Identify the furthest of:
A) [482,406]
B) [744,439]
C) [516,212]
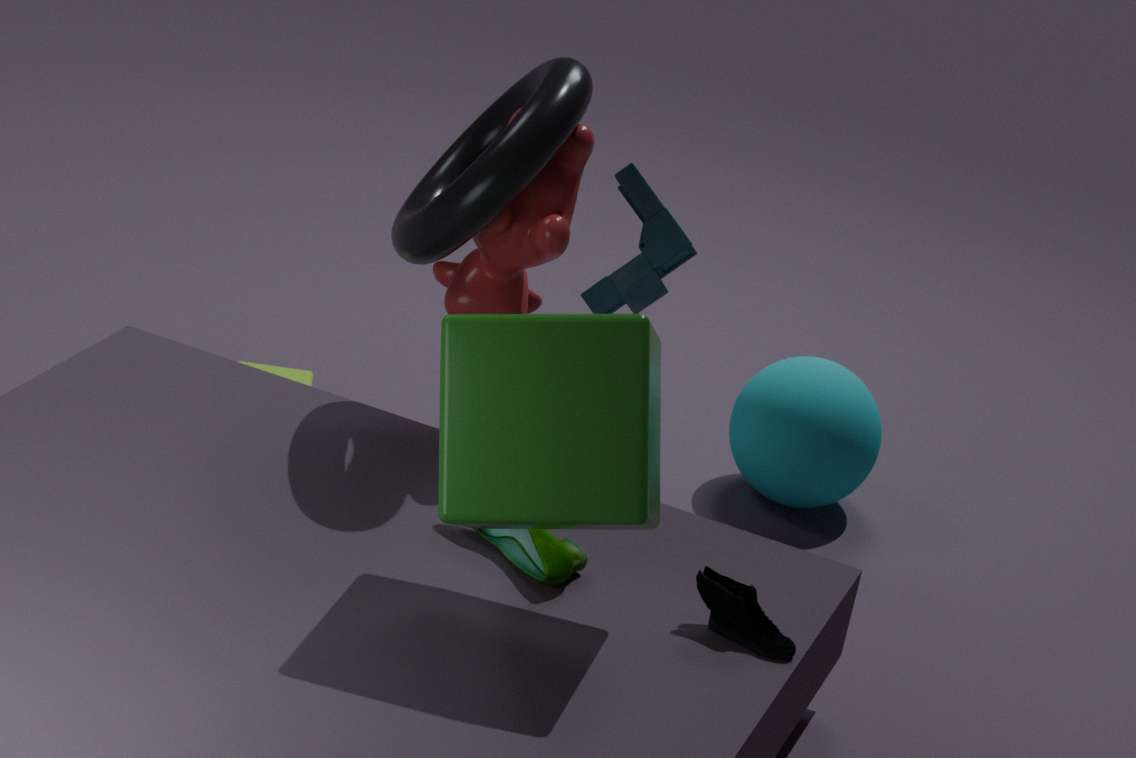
[744,439]
